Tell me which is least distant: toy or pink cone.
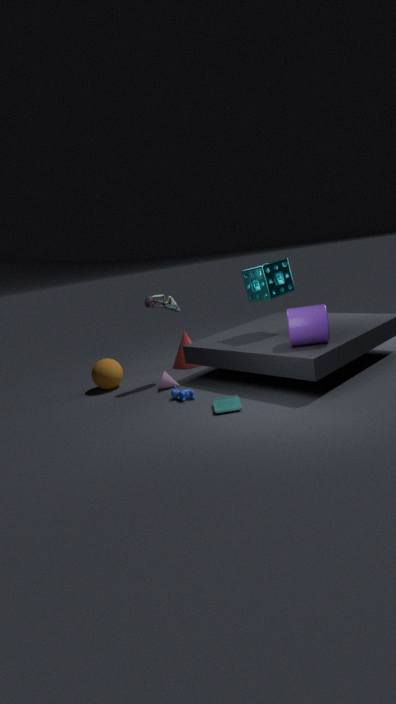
toy
